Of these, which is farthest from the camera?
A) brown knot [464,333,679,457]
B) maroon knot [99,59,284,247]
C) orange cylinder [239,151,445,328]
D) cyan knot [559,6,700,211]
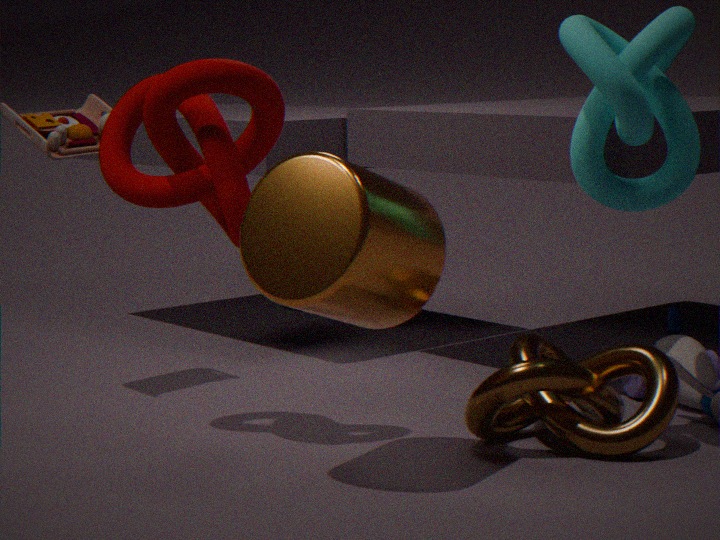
brown knot [464,333,679,457]
